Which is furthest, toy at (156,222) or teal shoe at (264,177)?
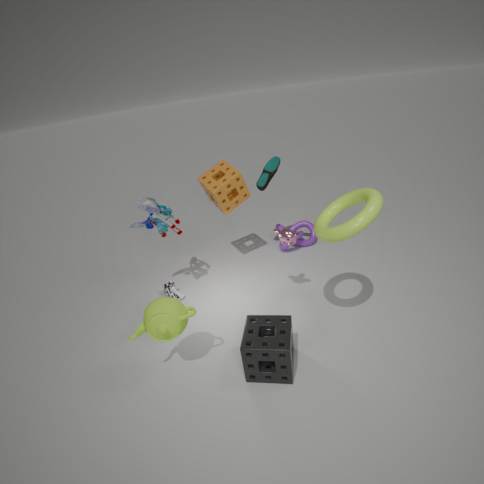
teal shoe at (264,177)
